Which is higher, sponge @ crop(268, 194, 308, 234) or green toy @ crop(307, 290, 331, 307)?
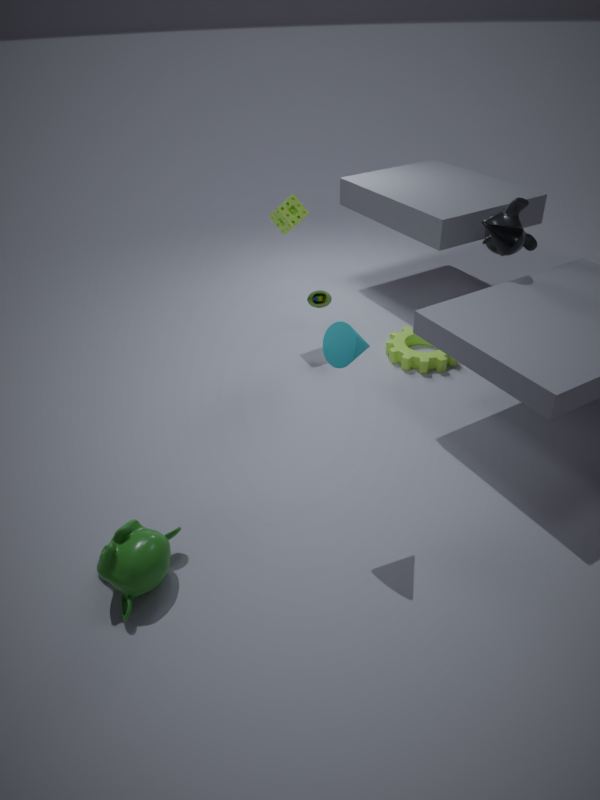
sponge @ crop(268, 194, 308, 234)
